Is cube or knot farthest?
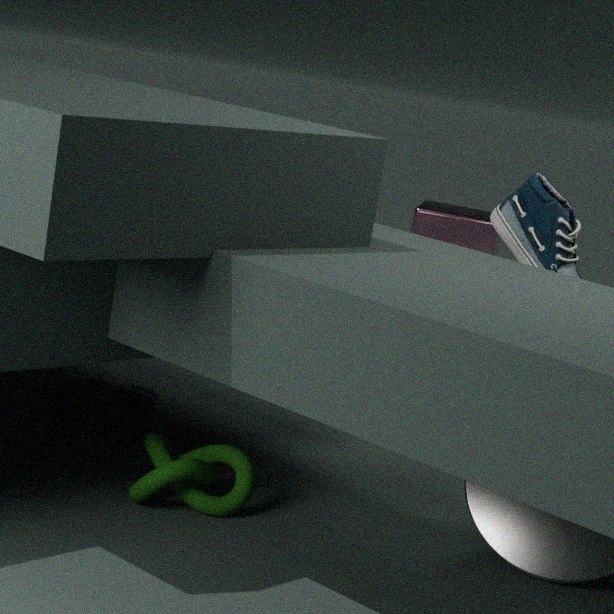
cube
